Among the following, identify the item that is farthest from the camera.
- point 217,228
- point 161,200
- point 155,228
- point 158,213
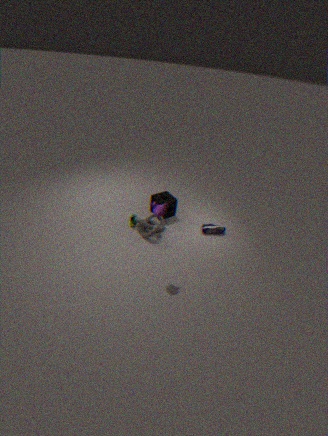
point 161,200
